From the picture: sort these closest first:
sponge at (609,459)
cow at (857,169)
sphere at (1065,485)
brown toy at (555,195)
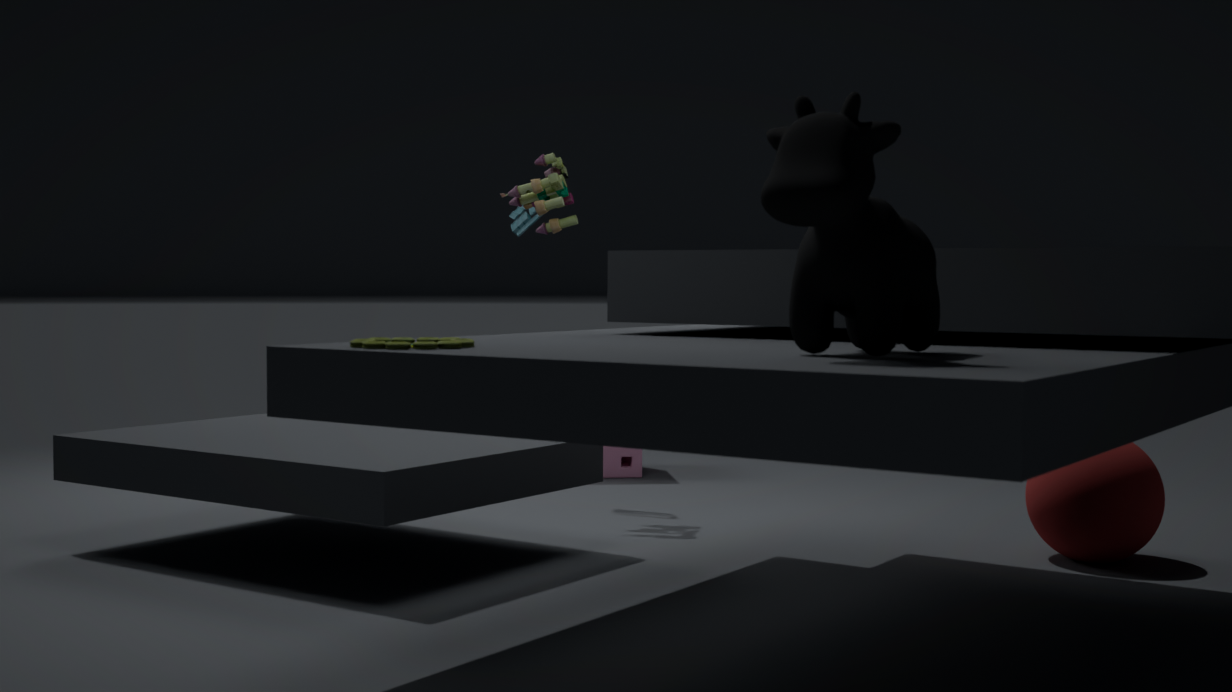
cow at (857,169), sphere at (1065,485), brown toy at (555,195), sponge at (609,459)
